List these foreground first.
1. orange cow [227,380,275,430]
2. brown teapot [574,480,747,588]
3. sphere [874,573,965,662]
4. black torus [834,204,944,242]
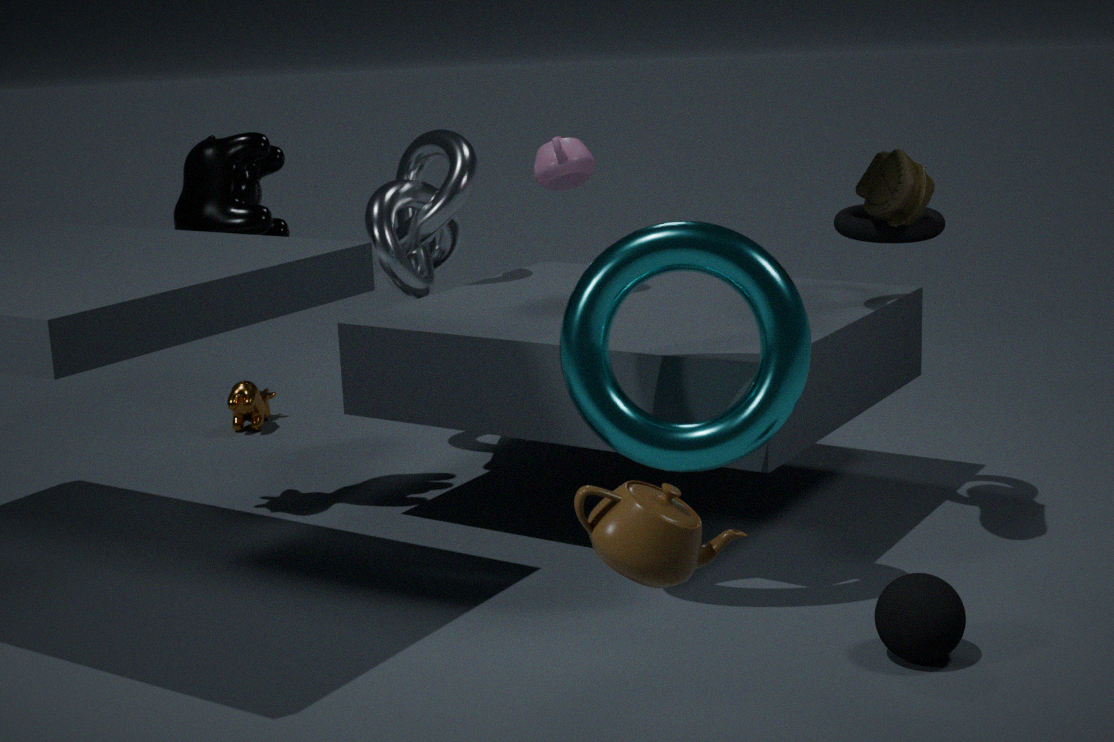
brown teapot [574,480,747,588] < sphere [874,573,965,662] < black torus [834,204,944,242] < orange cow [227,380,275,430]
